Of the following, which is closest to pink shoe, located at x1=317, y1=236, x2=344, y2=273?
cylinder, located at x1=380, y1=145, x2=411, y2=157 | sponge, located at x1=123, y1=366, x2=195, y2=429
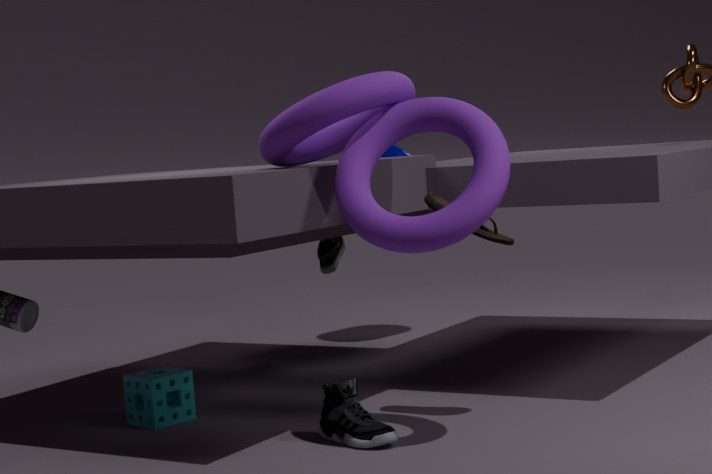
cylinder, located at x1=380, y1=145, x2=411, y2=157
